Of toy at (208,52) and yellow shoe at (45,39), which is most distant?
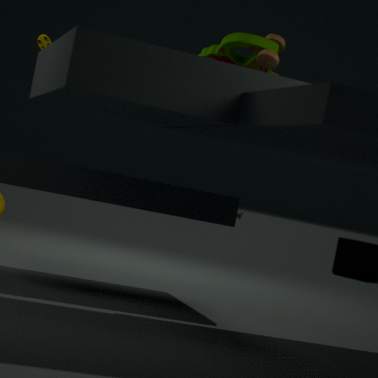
yellow shoe at (45,39)
